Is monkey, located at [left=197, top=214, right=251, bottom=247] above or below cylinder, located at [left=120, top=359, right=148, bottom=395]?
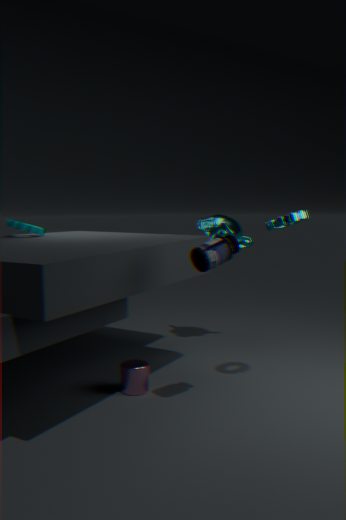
above
